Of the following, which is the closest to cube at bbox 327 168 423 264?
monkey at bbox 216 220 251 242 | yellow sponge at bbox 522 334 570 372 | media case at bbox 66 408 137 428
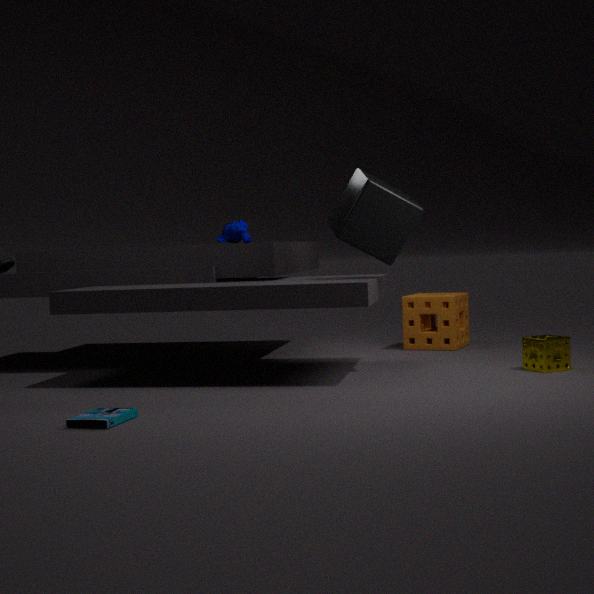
monkey at bbox 216 220 251 242
